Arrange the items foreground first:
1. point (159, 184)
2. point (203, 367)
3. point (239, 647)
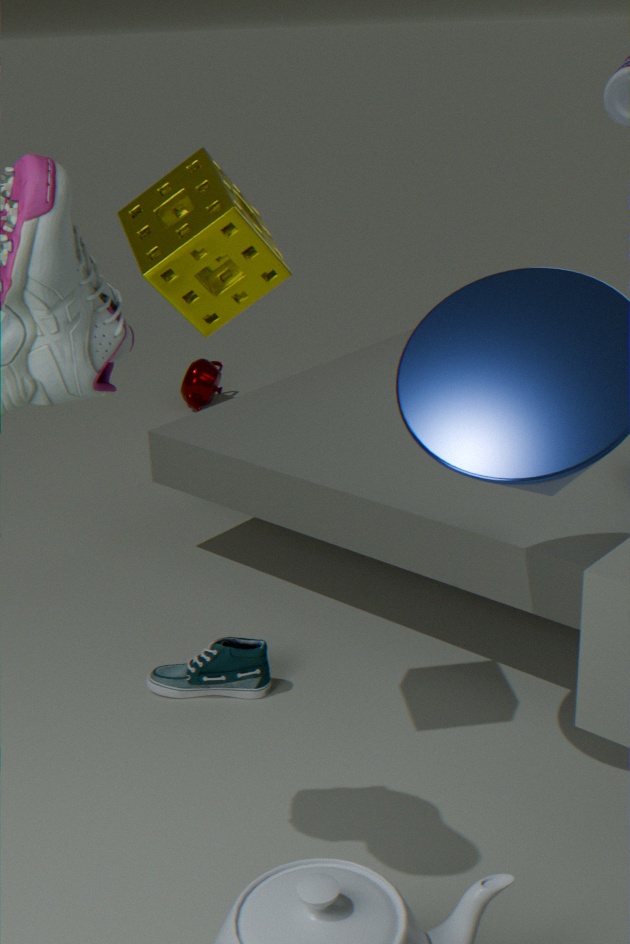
point (159, 184) → point (239, 647) → point (203, 367)
